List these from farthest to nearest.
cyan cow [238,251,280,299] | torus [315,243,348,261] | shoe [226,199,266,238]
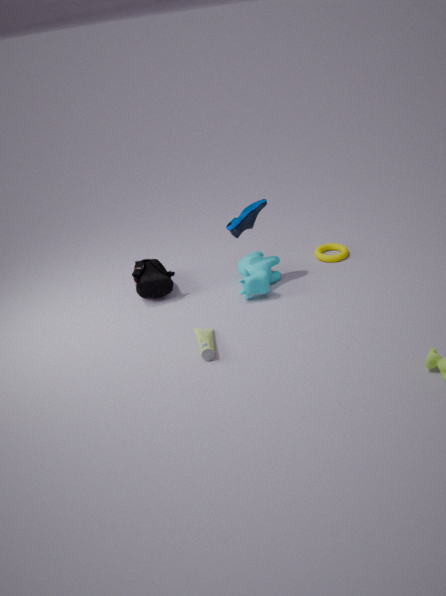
torus [315,243,348,261]
shoe [226,199,266,238]
cyan cow [238,251,280,299]
